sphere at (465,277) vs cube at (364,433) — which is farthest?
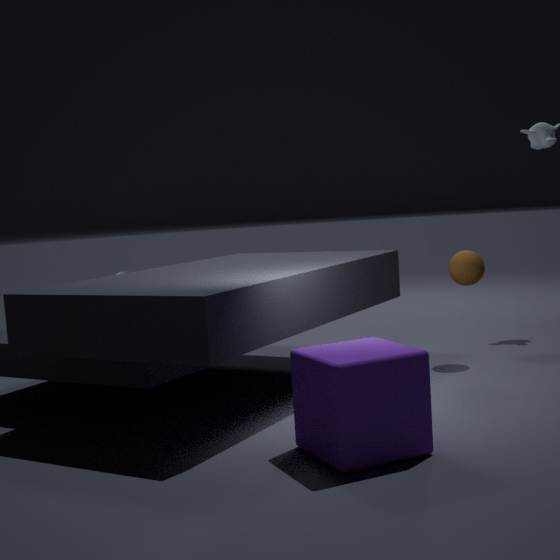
sphere at (465,277)
